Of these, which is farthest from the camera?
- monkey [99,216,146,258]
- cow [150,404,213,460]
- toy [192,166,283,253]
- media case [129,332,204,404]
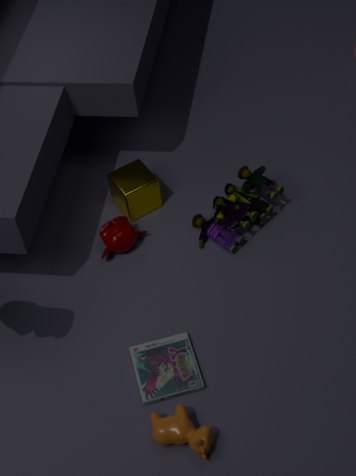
monkey [99,216,146,258]
